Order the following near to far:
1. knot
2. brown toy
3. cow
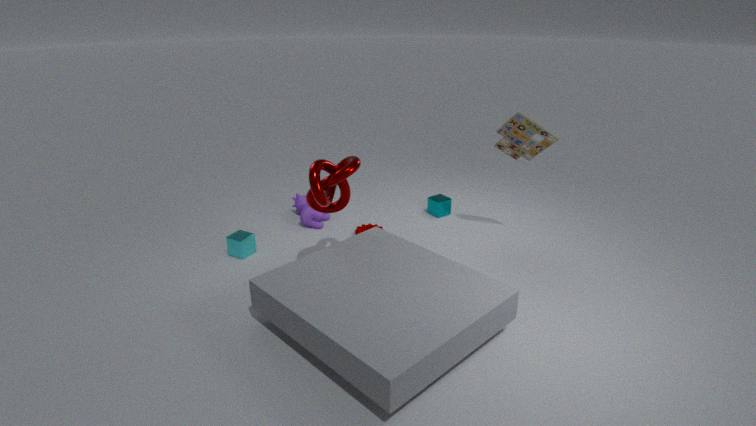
knot < brown toy < cow
